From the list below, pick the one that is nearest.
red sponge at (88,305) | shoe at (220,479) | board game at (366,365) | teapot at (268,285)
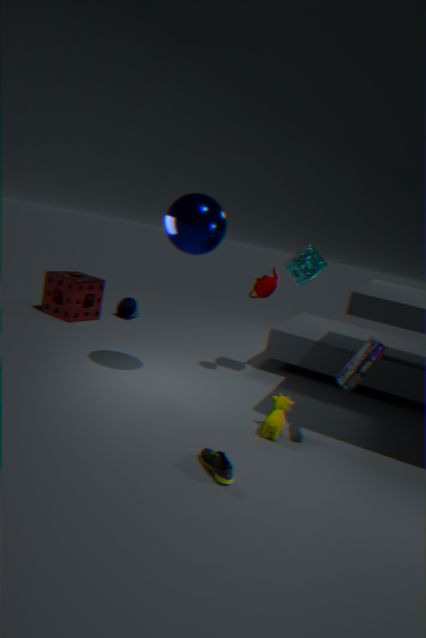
shoe at (220,479)
